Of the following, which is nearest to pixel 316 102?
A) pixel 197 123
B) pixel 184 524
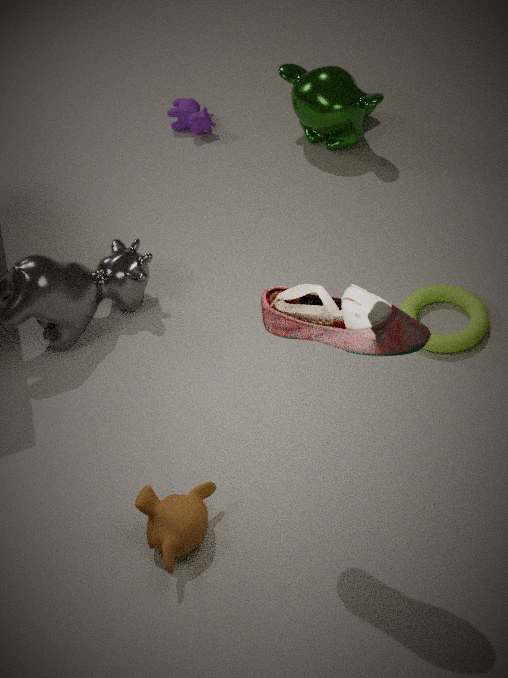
pixel 197 123
